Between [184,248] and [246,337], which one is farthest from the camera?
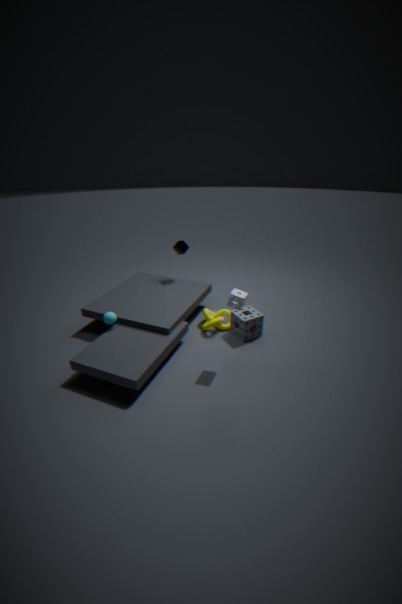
[184,248]
